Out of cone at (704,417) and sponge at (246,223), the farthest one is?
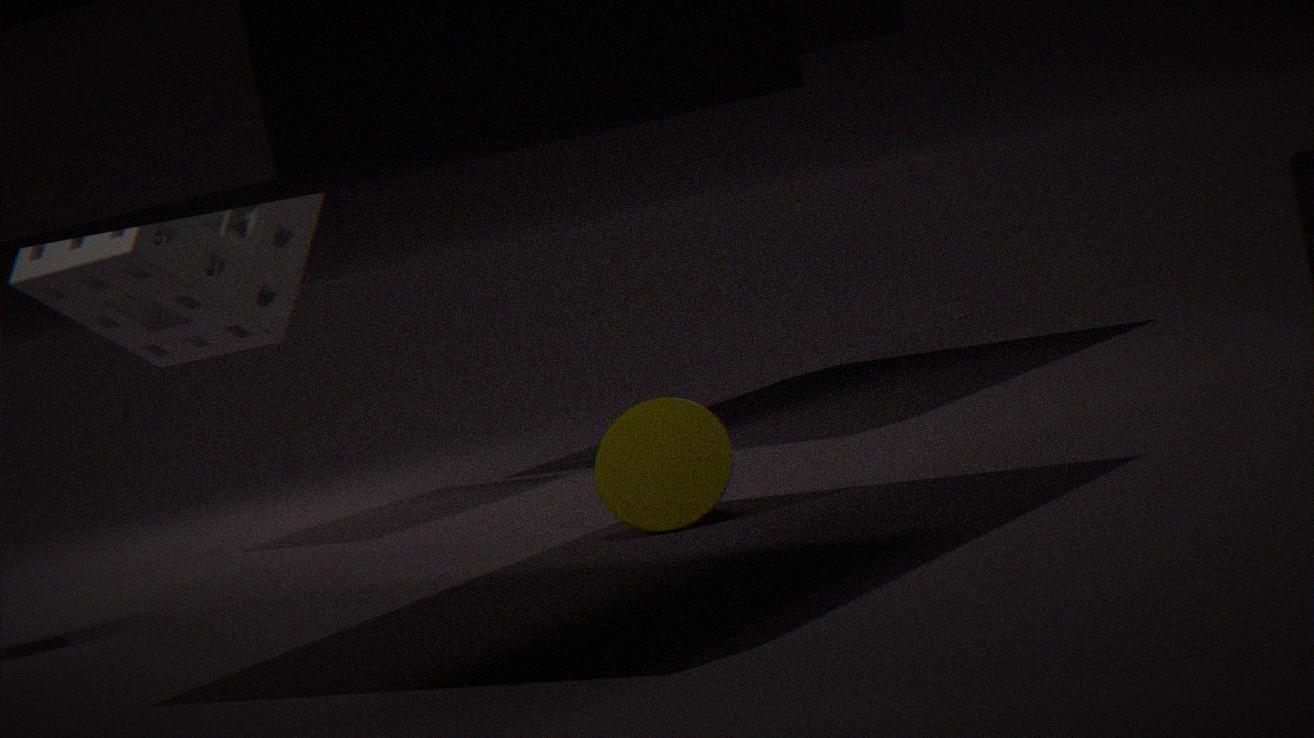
sponge at (246,223)
